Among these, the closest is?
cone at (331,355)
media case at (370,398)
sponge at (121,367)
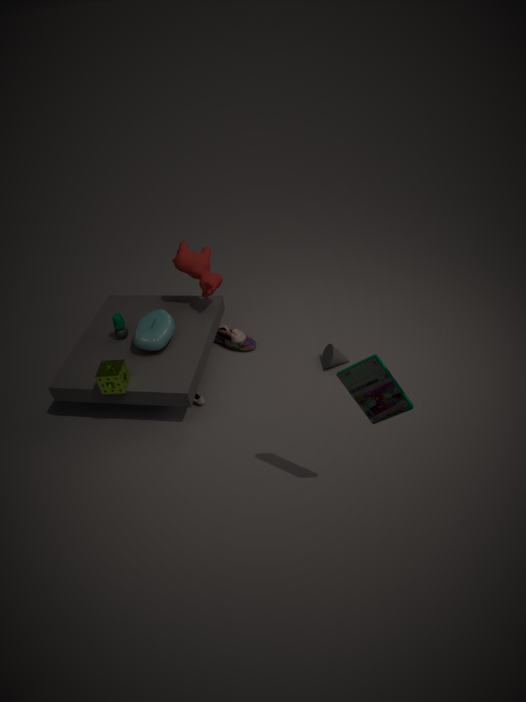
media case at (370,398)
